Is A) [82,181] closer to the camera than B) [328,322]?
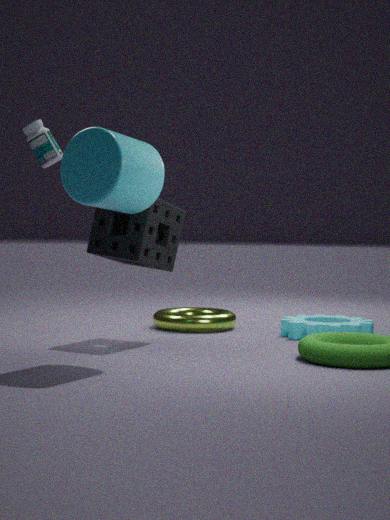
Answer: Yes
